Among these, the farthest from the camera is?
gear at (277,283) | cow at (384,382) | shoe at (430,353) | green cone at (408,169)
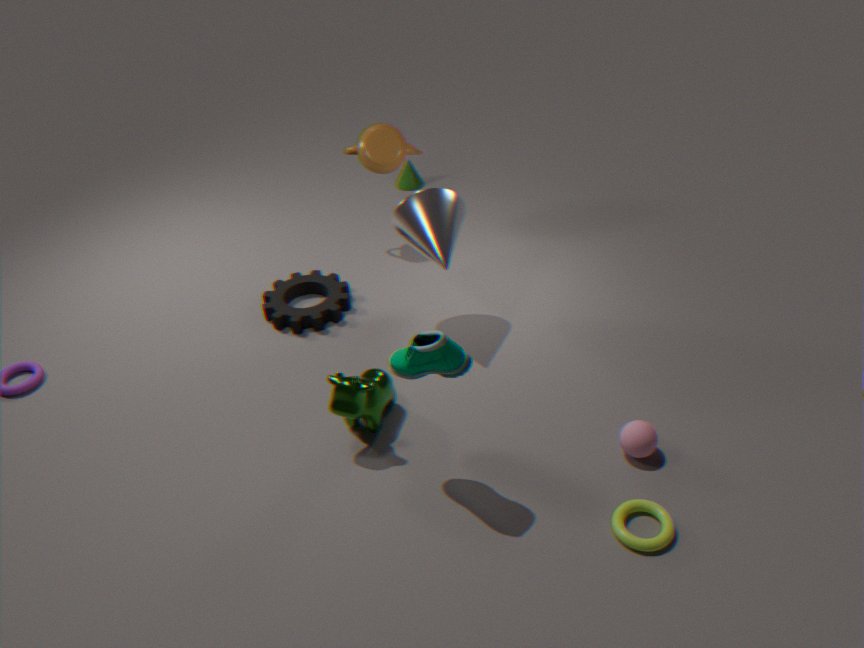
green cone at (408,169)
